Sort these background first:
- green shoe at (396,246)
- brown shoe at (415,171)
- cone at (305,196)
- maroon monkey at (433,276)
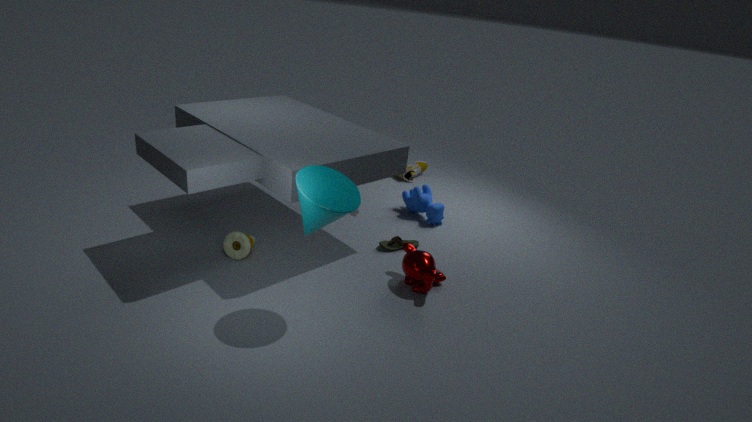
1. brown shoe at (415,171)
2. green shoe at (396,246)
3. maroon monkey at (433,276)
4. cone at (305,196)
